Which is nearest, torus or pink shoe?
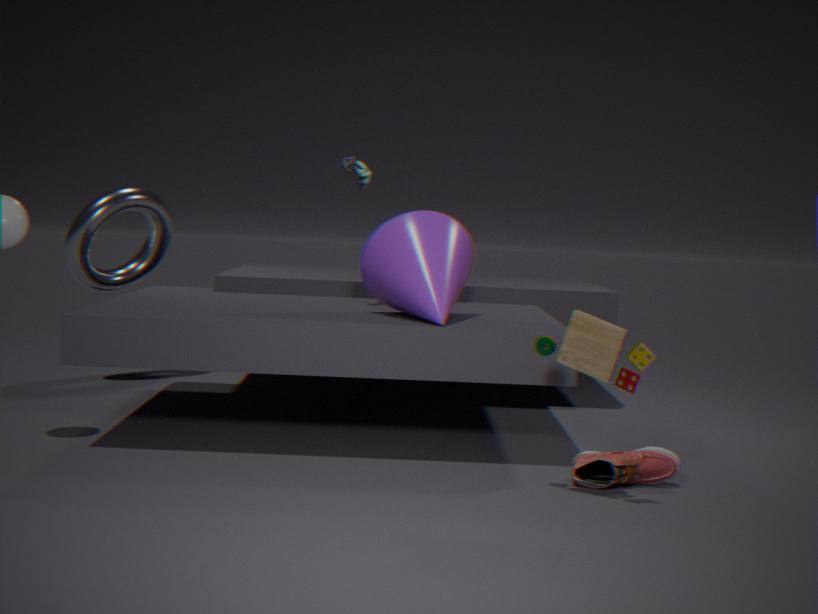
pink shoe
